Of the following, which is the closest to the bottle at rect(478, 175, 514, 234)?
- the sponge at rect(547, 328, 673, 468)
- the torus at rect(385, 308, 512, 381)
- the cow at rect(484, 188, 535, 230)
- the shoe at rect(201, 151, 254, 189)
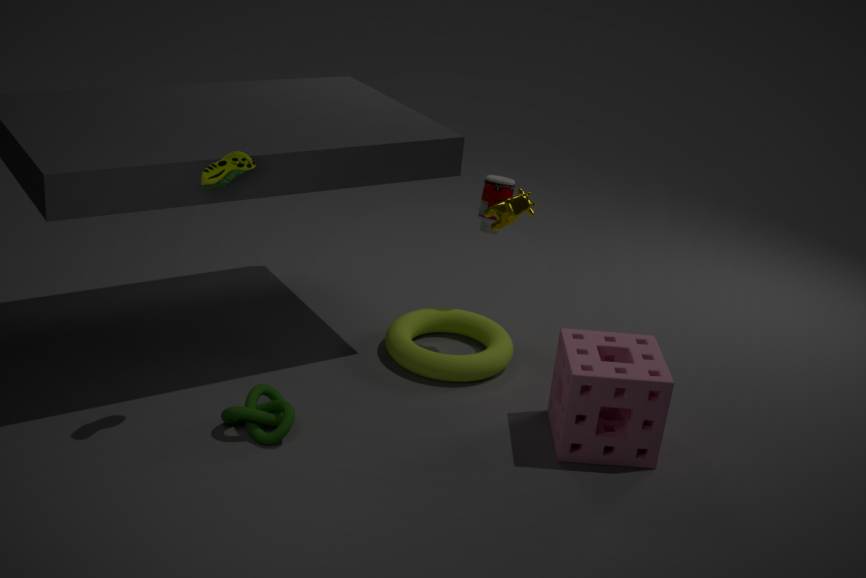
the cow at rect(484, 188, 535, 230)
